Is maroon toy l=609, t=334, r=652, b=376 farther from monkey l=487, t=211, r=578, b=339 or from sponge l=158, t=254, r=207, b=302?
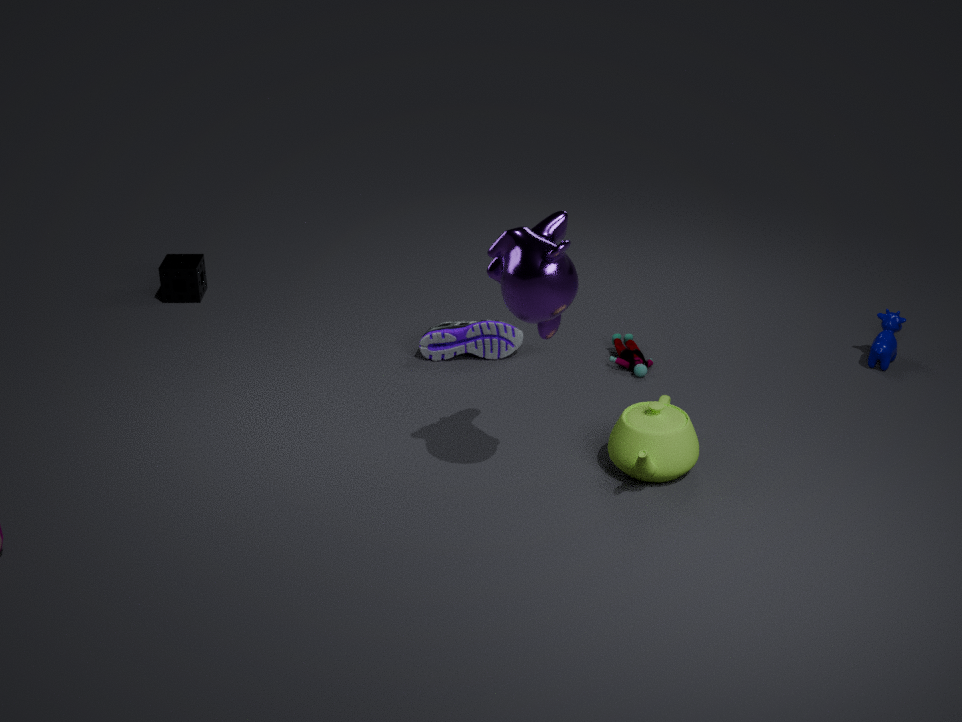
sponge l=158, t=254, r=207, b=302
